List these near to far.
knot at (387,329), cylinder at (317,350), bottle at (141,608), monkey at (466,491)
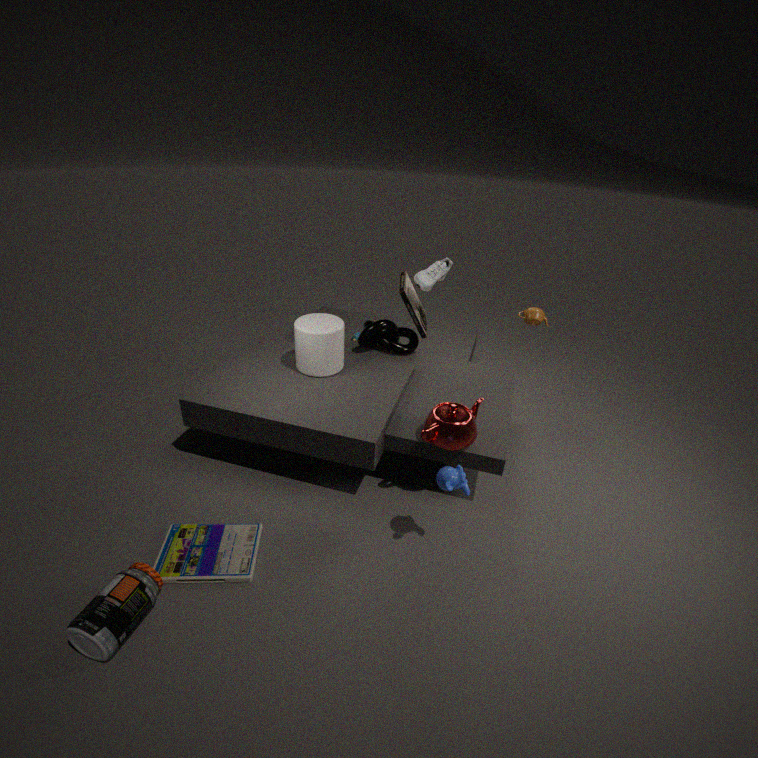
bottle at (141,608) → monkey at (466,491) → cylinder at (317,350) → knot at (387,329)
